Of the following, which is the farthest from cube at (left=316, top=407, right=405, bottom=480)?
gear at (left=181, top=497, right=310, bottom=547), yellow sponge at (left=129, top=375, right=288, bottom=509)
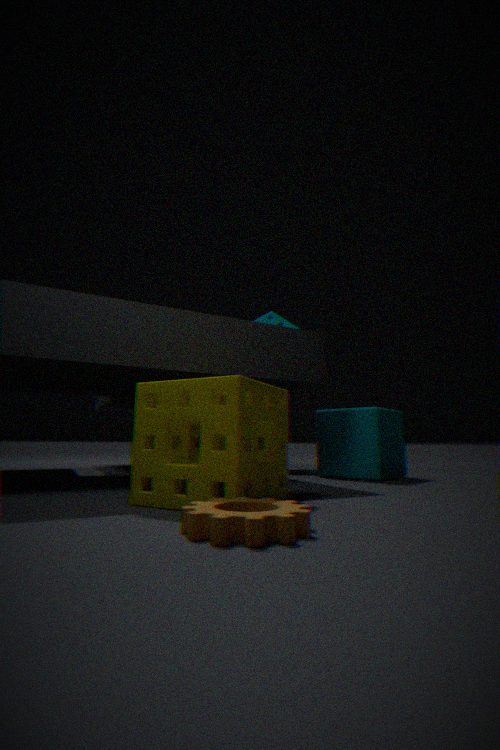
gear at (left=181, top=497, right=310, bottom=547)
